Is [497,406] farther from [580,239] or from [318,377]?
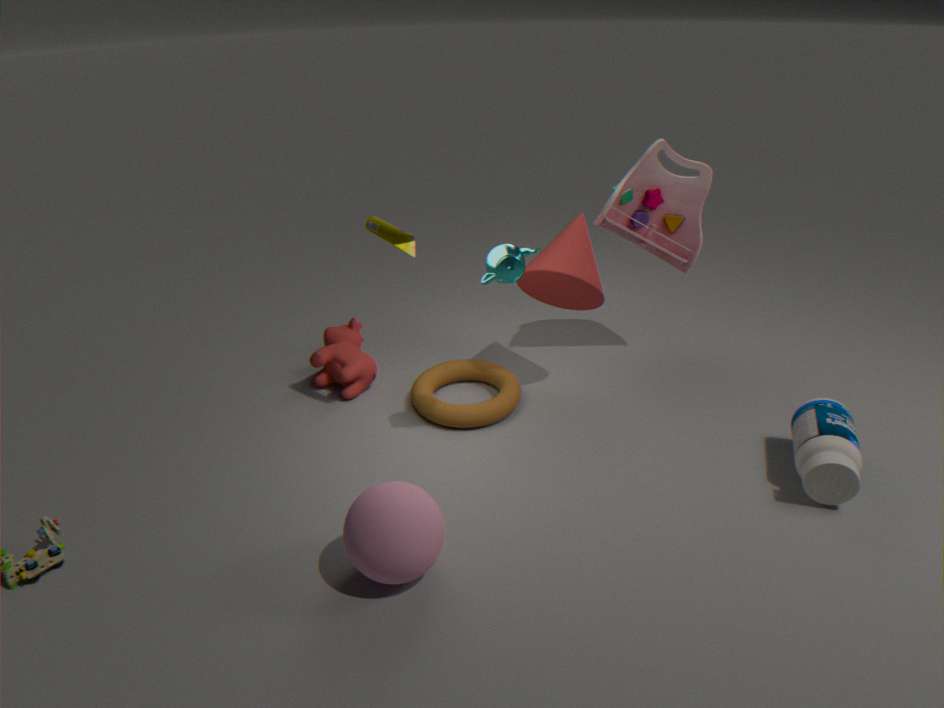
[580,239]
